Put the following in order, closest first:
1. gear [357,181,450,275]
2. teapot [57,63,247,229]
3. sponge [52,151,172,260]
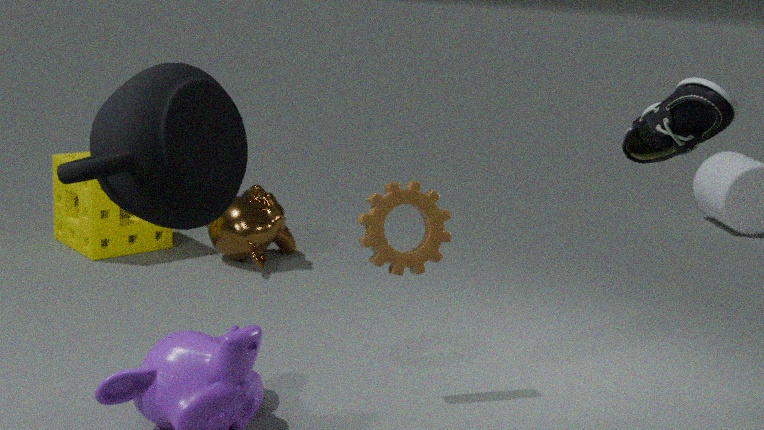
1. teapot [57,63,247,229]
2. gear [357,181,450,275]
3. sponge [52,151,172,260]
